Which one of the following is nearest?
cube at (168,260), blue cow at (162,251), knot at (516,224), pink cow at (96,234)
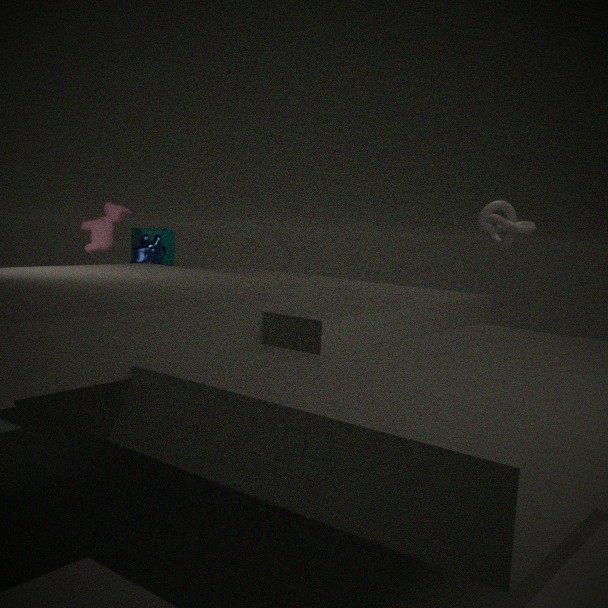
pink cow at (96,234)
